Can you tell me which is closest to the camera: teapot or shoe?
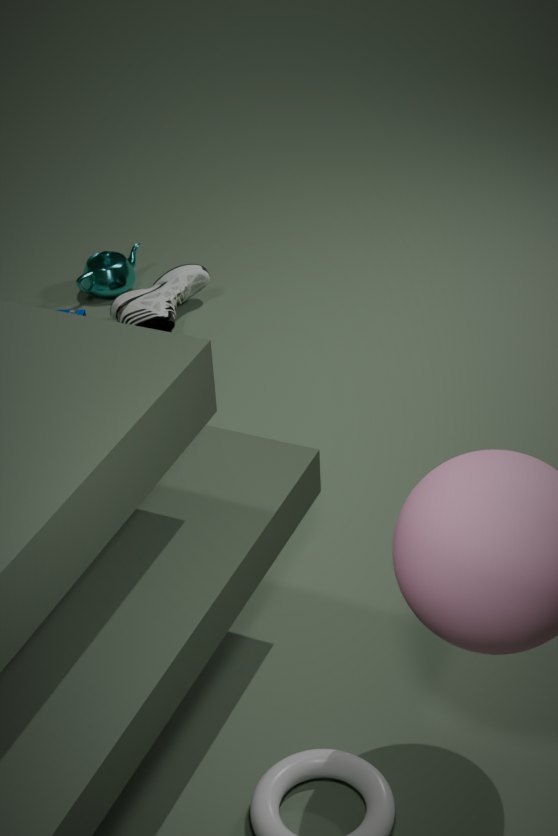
shoe
